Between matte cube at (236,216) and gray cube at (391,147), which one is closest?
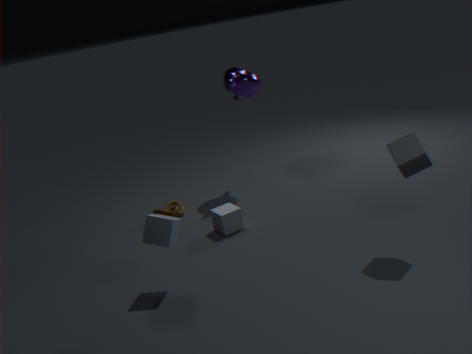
gray cube at (391,147)
